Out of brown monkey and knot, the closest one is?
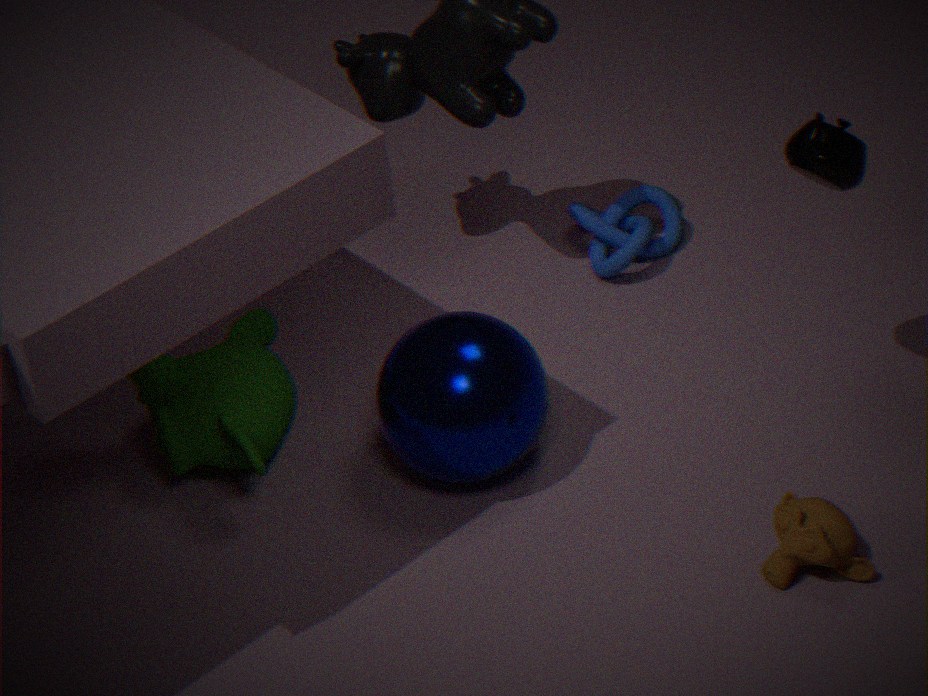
brown monkey
